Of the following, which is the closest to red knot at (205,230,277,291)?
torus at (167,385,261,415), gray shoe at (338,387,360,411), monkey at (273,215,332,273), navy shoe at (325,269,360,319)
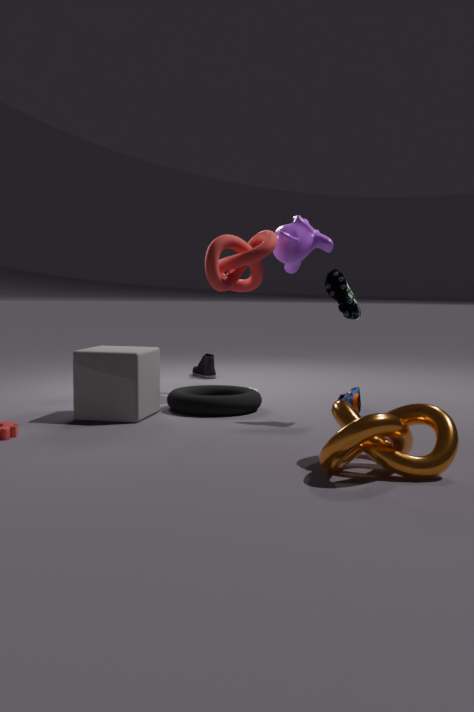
monkey at (273,215,332,273)
